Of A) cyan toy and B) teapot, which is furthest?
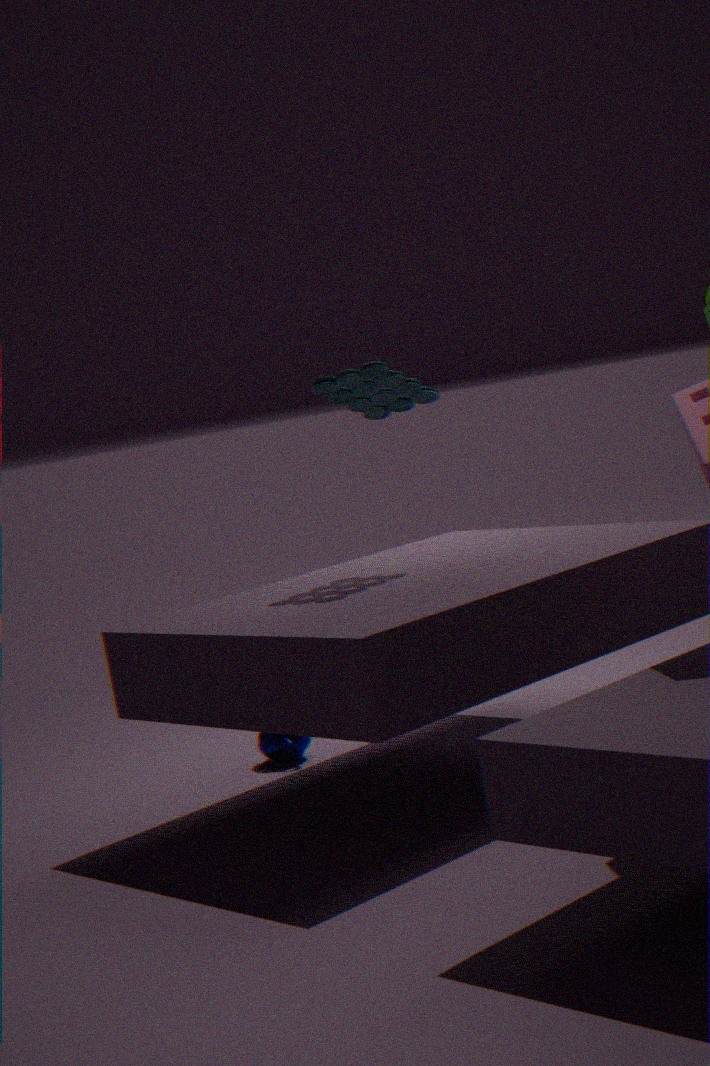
B. teapot
